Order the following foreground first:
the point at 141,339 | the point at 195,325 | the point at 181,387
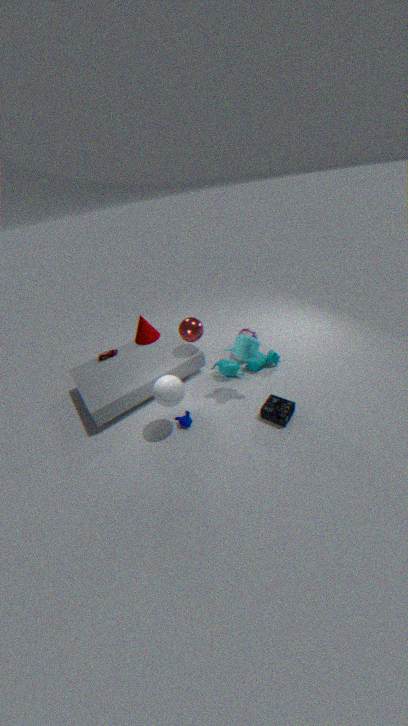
the point at 181,387
the point at 195,325
the point at 141,339
